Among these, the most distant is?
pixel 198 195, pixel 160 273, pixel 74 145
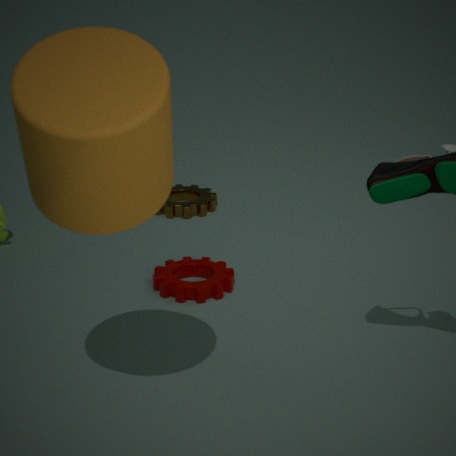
pixel 198 195
